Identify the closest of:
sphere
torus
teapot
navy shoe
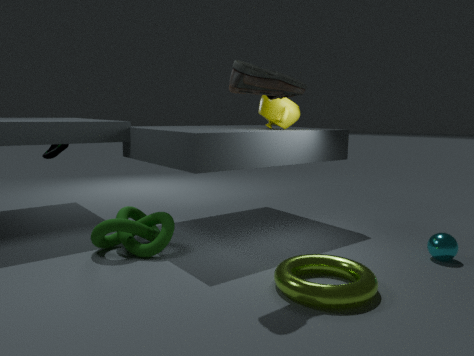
torus
